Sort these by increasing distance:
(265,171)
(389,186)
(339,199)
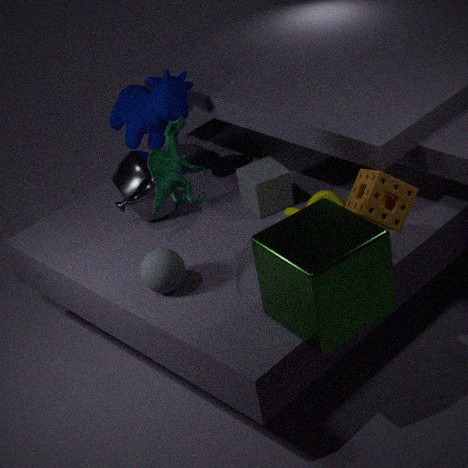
1. (389,186)
2. (339,199)
3. (265,171)
